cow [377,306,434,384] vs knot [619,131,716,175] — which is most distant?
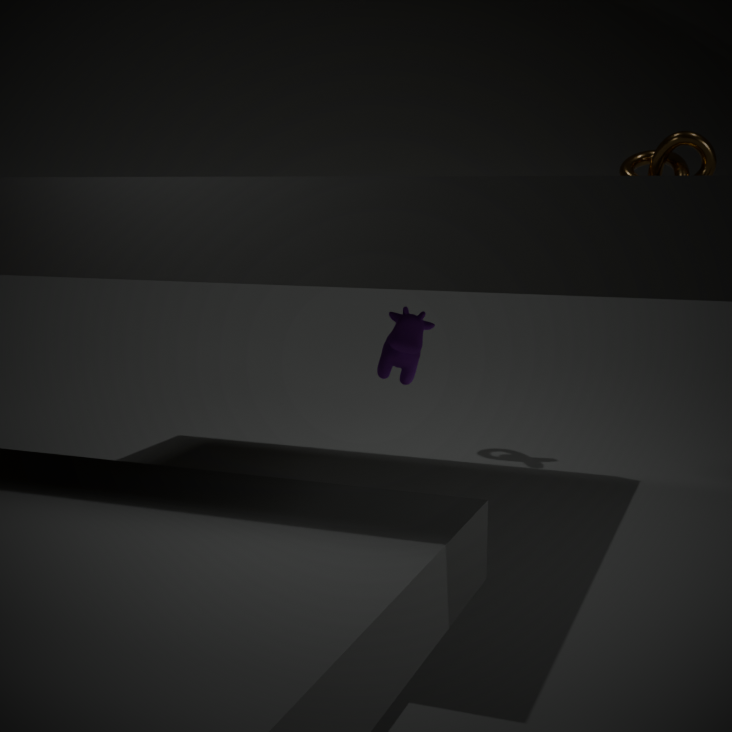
knot [619,131,716,175]
